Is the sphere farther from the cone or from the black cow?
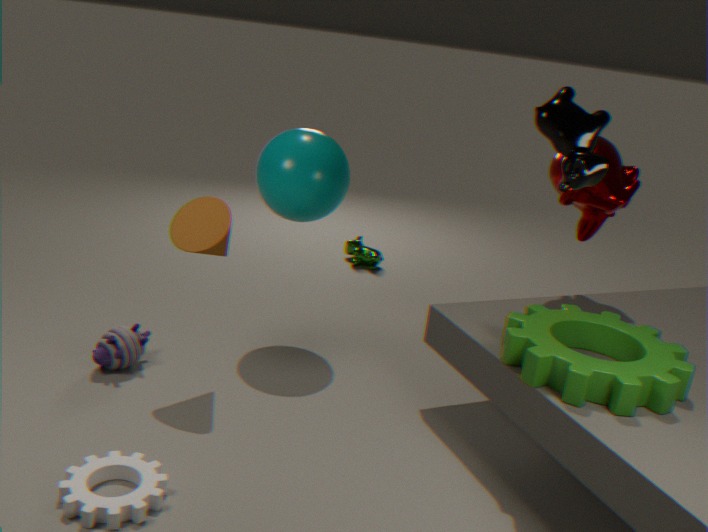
the black cow
